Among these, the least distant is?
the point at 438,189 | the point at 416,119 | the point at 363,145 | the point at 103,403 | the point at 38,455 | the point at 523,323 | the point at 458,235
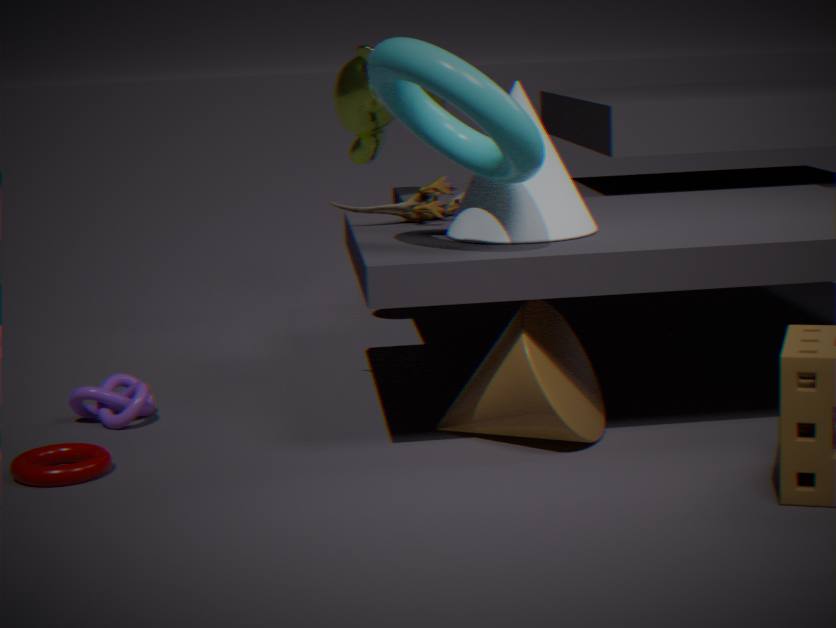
the point at 523,323
